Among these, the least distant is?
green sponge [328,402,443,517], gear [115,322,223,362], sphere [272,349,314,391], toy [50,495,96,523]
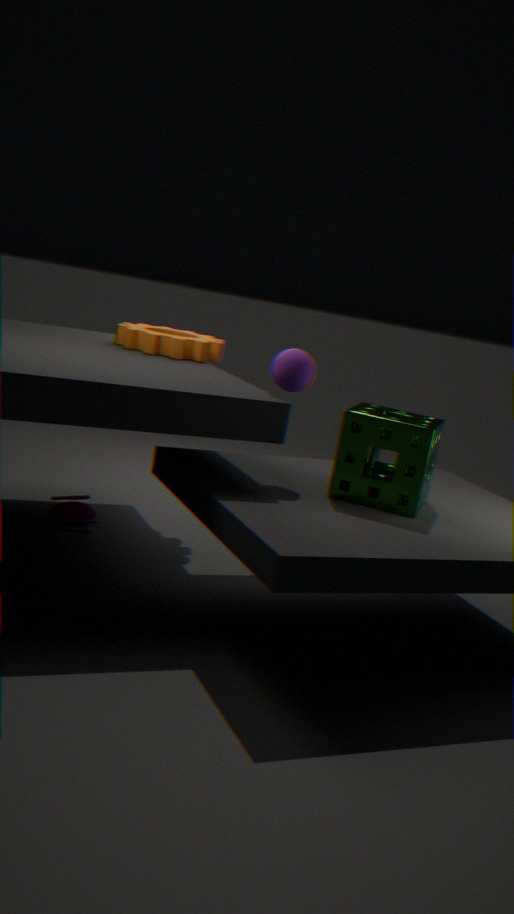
green sponge [328,402,443,517]
